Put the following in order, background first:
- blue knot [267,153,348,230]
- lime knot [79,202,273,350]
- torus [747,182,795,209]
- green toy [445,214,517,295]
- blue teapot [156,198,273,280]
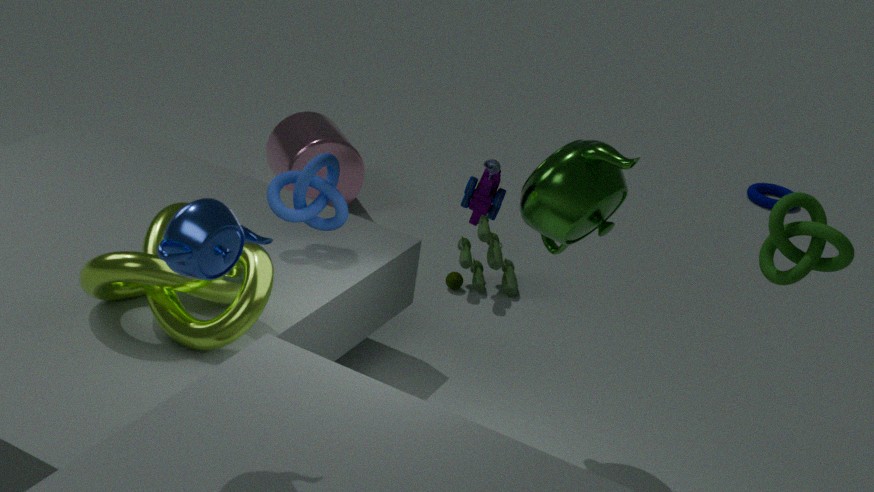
torus [747,182,795,209]
green toy [445,214,517,295]
blue knot [267,153,348,230]
lime knot [79,202,273,350]
blue teapot [156,198,273,280]
